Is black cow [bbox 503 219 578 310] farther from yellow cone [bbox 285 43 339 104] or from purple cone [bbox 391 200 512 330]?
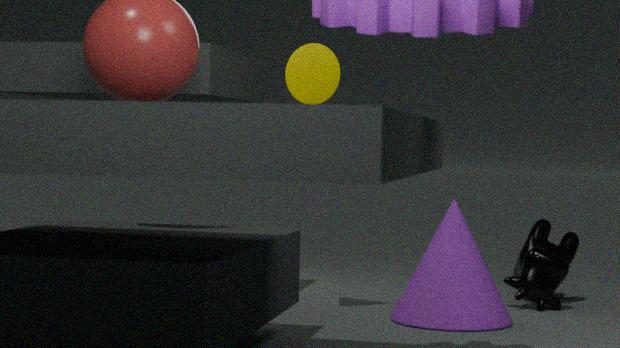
yellow cone [bbox 285 43 339 104]
